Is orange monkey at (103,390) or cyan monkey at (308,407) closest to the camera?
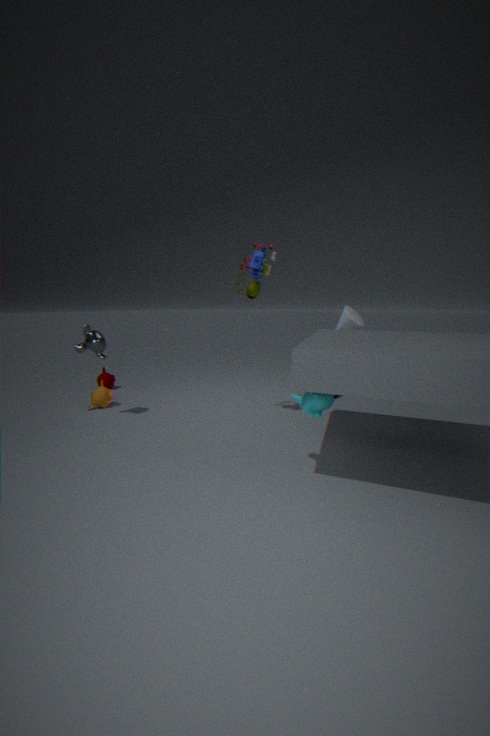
cyan monkey at (308,407)
